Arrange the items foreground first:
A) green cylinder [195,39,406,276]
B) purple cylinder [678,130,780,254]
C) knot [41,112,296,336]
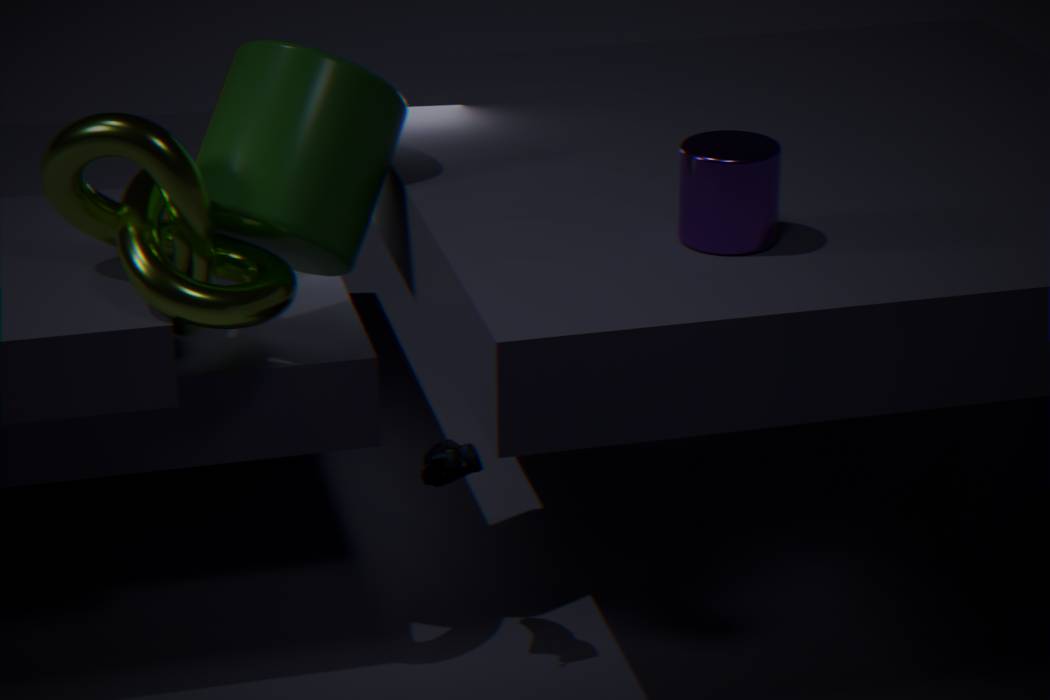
purple cylinder [678,130,780,254] → knot [41,112,296,336] → green cylinder [195,39,406,276]
